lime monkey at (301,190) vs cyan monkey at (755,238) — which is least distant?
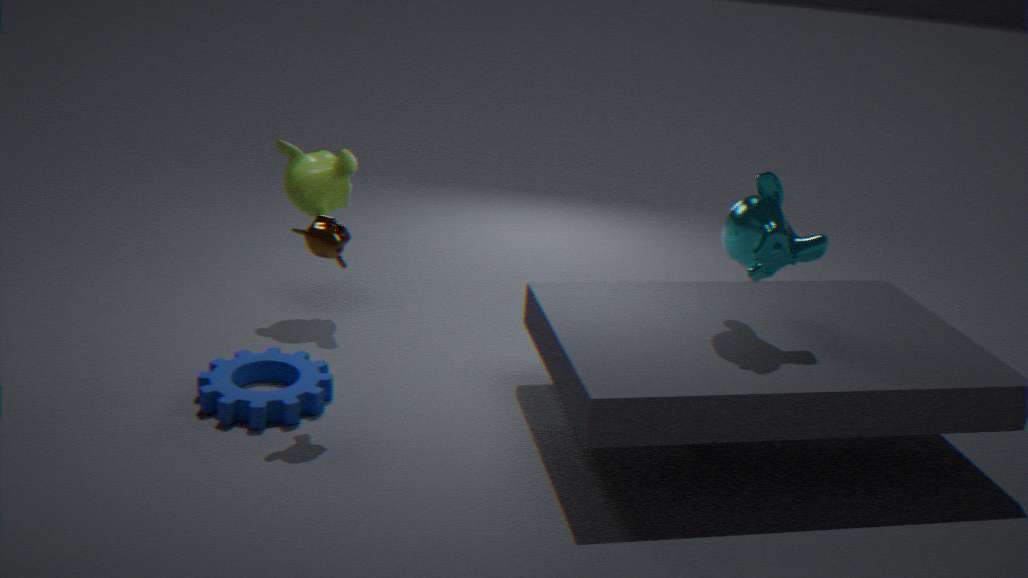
cyan monkey at (755,238)
